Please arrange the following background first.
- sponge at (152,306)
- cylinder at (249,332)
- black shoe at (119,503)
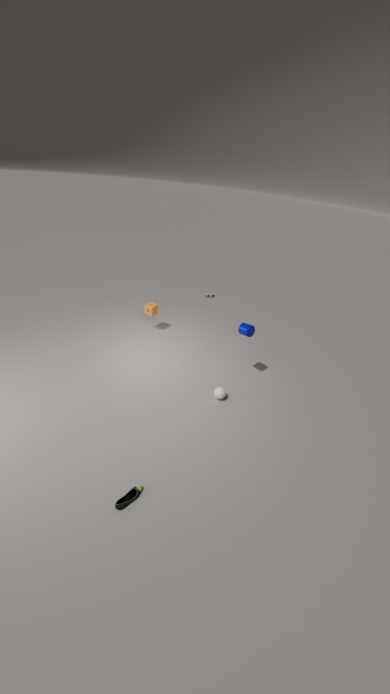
sponge at (152,306) < cylinder at (249,332) < black shoe at (119,503)
